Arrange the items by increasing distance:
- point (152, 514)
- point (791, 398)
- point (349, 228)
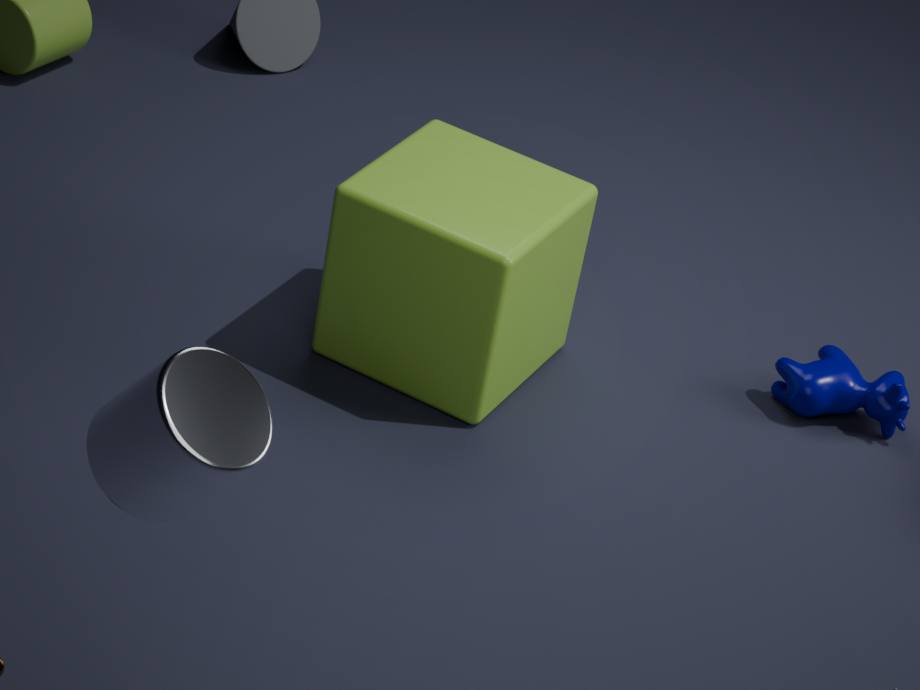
point (152, 514)
point (349, 228)
point (791, 398)
